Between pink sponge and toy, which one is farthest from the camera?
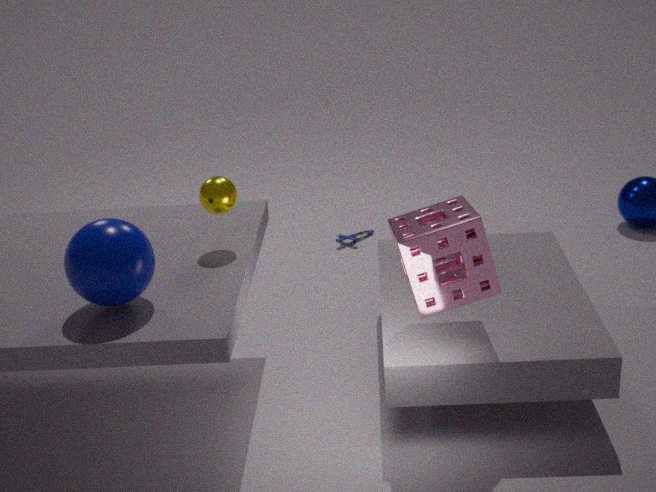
toy
